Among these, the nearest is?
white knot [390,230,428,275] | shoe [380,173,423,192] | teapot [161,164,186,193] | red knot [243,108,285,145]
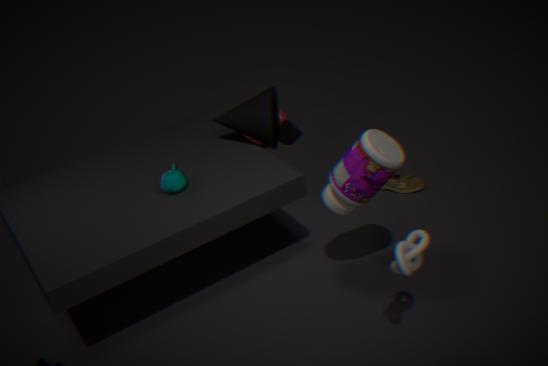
white knot [390,230,428,275]
